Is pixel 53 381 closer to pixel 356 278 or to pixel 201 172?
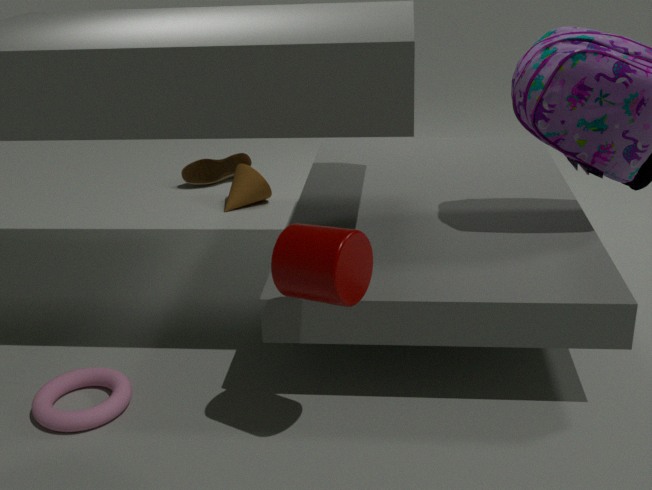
pixel 356 278
